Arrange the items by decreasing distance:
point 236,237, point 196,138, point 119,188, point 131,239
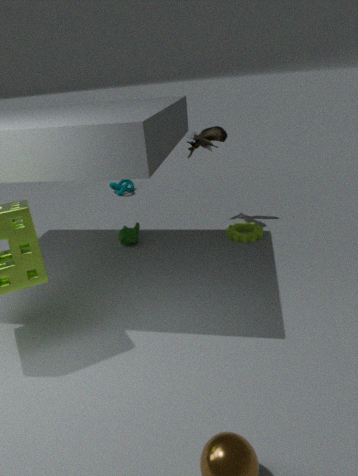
point 119,188 → point 196,138 → point 131,239 → point 236,237
